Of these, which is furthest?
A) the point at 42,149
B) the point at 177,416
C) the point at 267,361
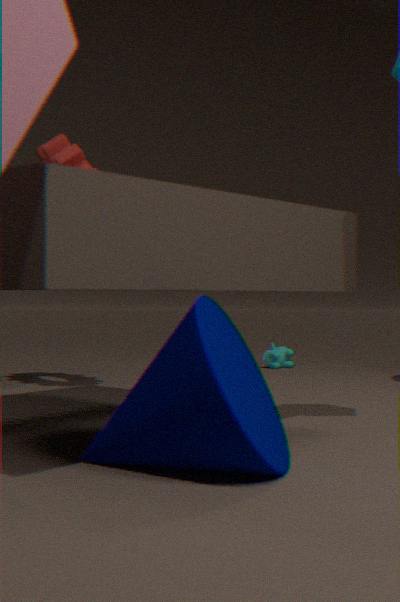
C. the point at 267,361
